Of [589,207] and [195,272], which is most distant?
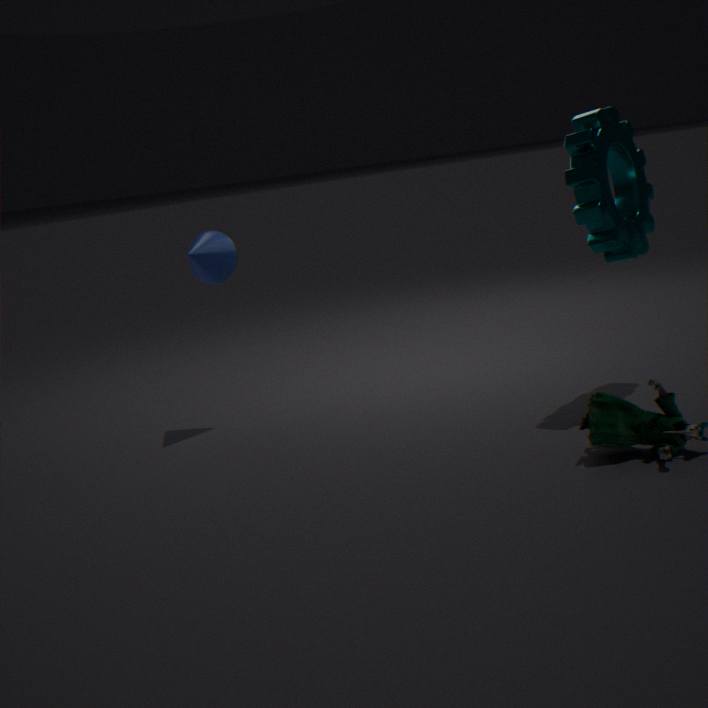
[195,272]
